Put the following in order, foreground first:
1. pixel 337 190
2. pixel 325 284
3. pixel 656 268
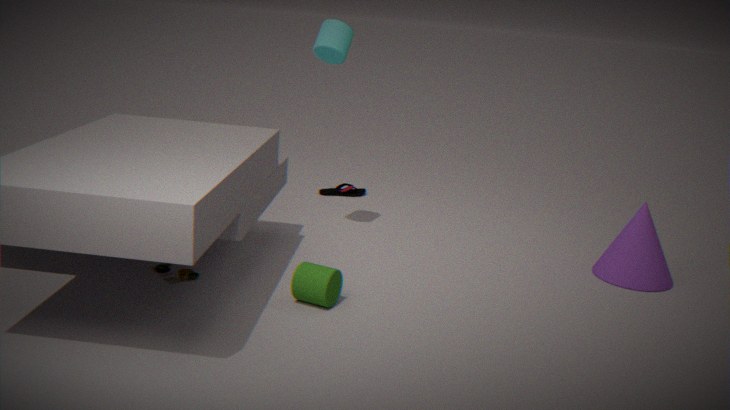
pixel 325 284
pixel 656 268
pixel 337 190
